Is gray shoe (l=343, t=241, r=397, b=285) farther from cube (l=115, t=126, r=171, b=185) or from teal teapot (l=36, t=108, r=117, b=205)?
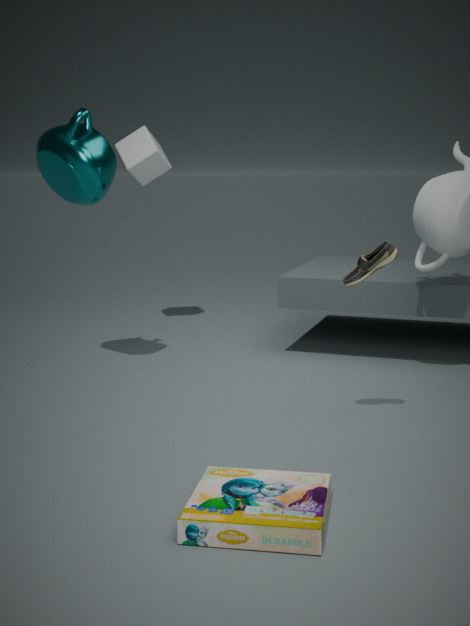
cube (l=115, t=126, r=171, b=185)
